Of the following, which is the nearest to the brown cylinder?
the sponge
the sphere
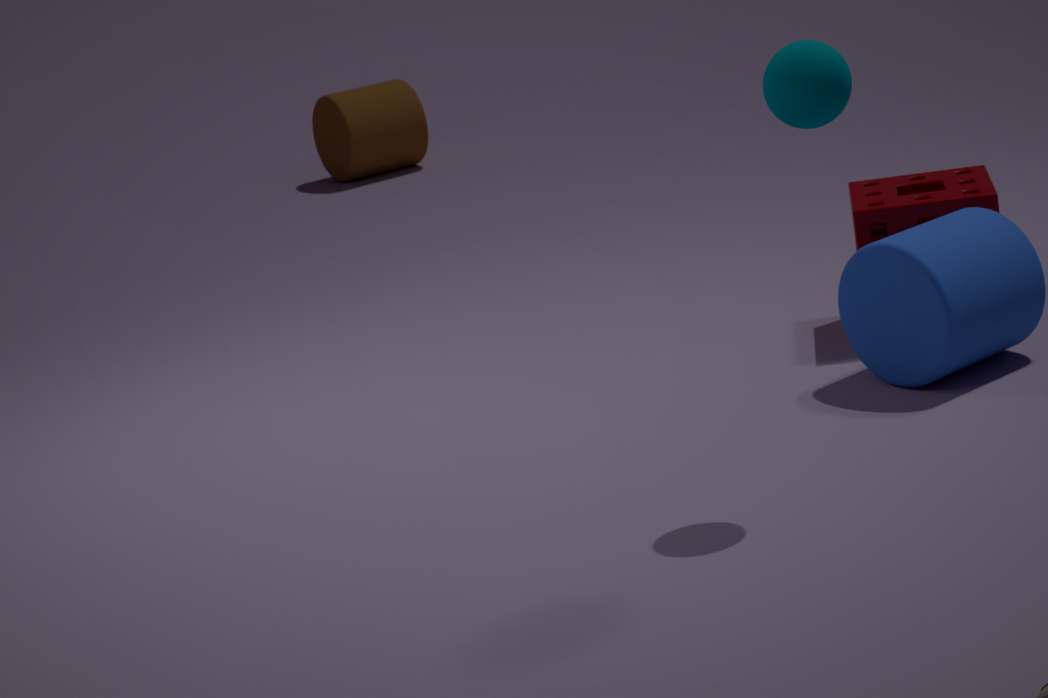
the sponge
